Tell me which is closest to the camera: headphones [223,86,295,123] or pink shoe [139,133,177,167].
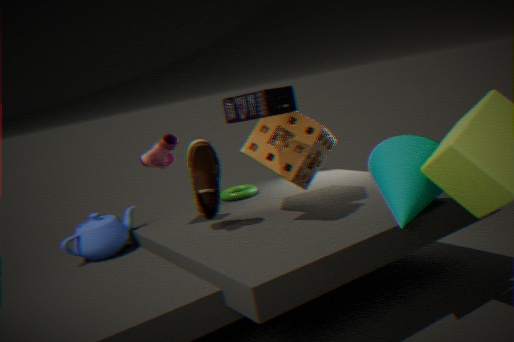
headphones [223,86,295,123]
